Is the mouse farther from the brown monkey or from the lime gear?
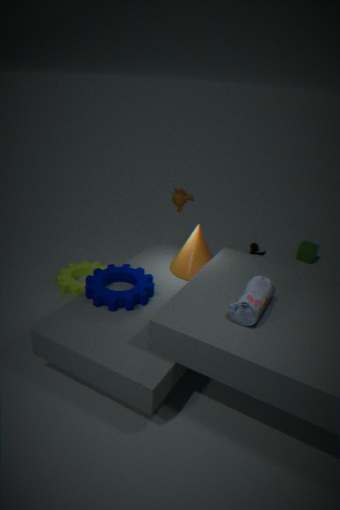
the lime gear
